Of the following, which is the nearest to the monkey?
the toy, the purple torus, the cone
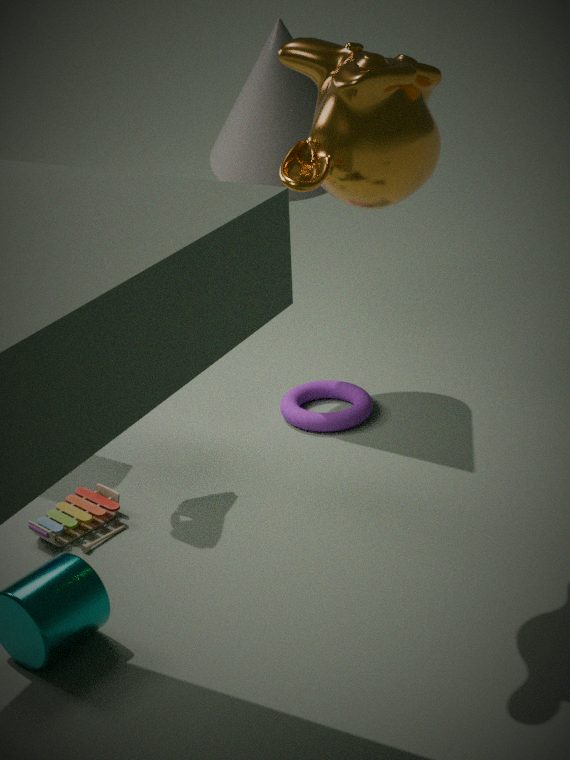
the cone
